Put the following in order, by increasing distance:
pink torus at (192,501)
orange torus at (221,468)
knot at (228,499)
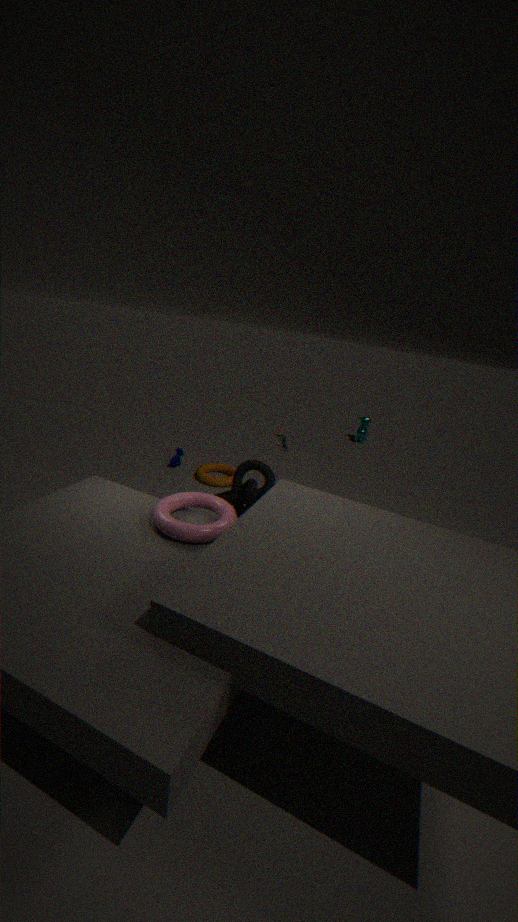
pink torus at (192,501) < knot at (228,499) < orange torus at (221,468)
